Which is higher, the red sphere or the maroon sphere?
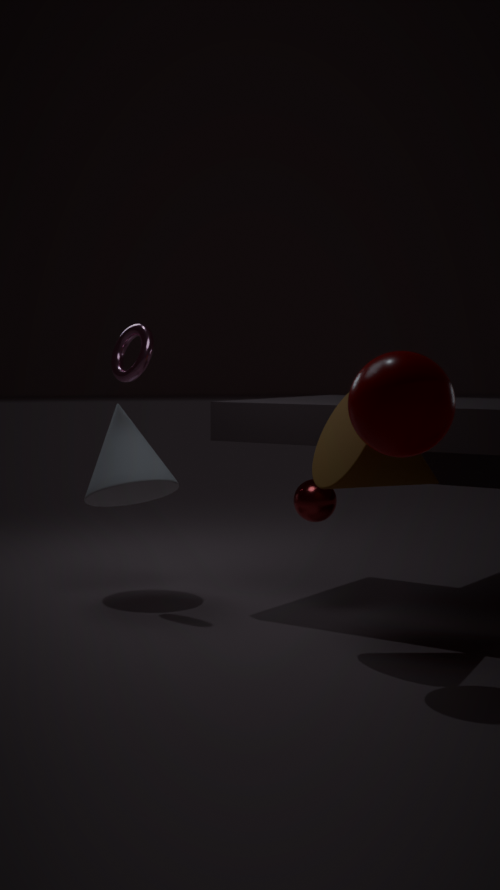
the maroon sphere
